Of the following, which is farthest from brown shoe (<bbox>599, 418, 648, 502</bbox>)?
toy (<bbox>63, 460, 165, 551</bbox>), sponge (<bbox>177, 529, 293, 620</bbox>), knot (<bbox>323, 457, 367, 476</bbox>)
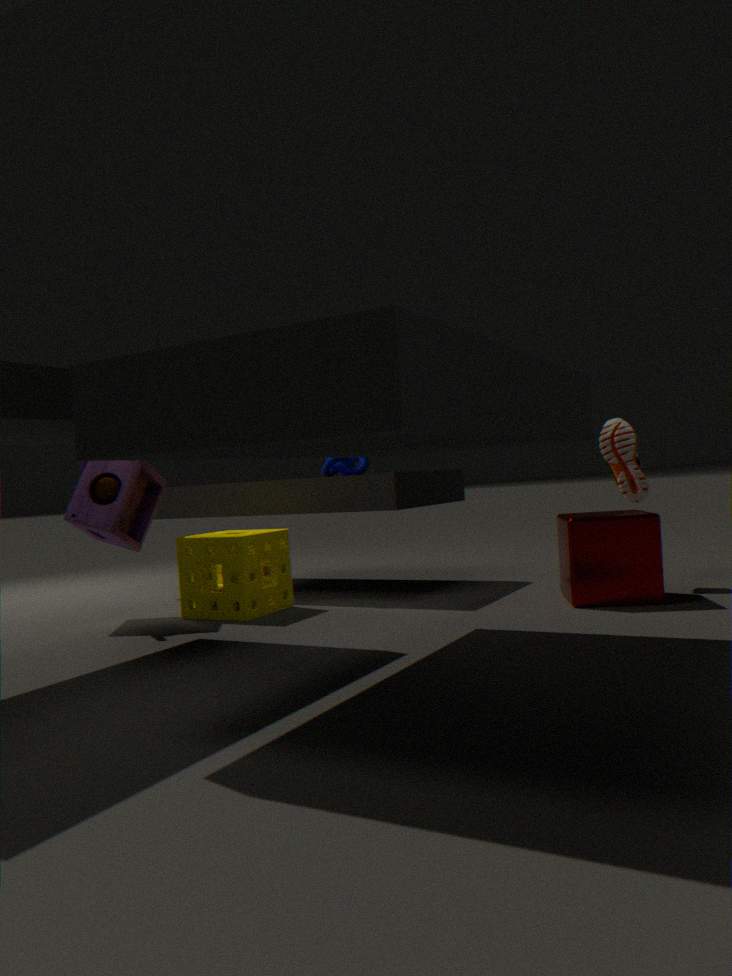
toy (<bbox>63, 460, 165, 551</bbox>)
